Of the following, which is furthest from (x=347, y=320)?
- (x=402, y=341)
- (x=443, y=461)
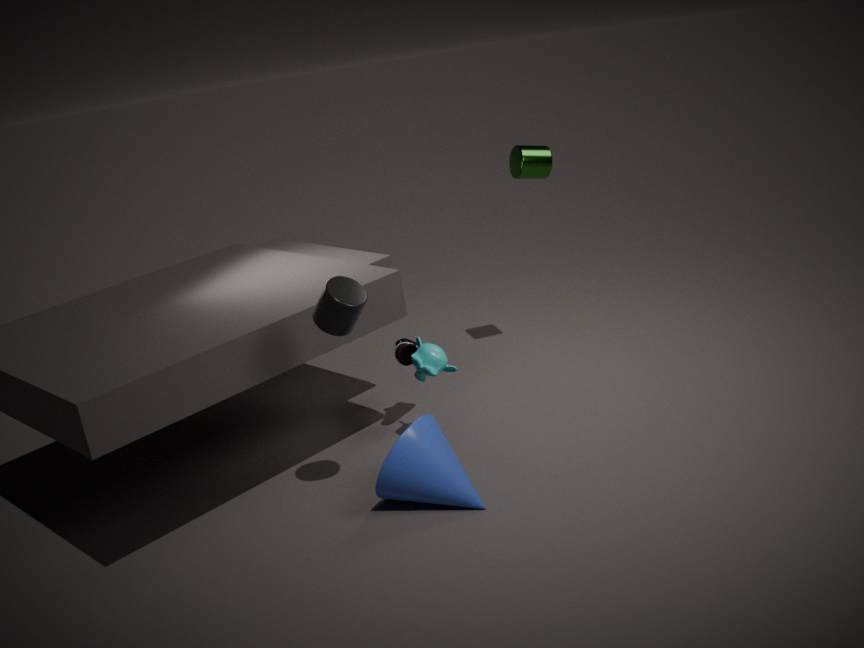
(x=402, y=341)
